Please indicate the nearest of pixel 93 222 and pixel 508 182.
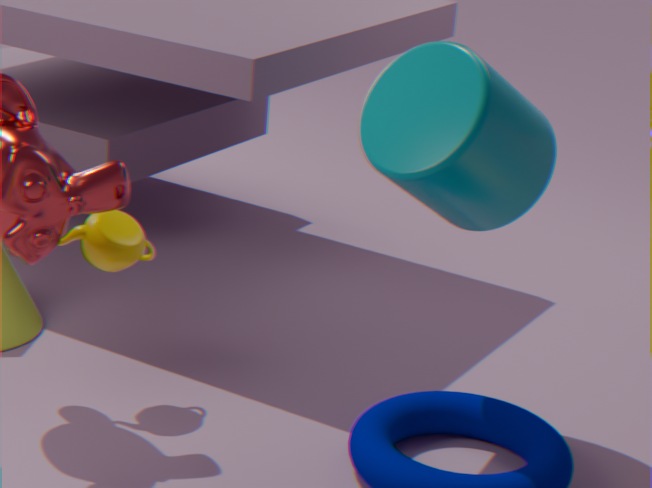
pixel 508 182
